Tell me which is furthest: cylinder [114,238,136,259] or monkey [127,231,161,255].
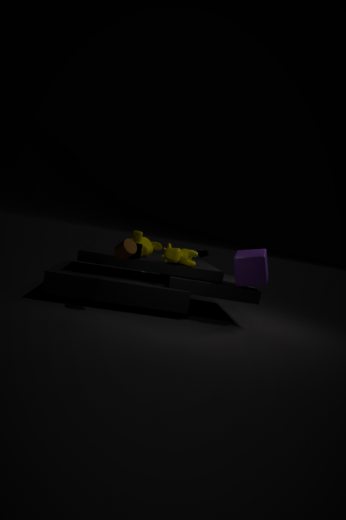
monkey [127,231,161,255]
